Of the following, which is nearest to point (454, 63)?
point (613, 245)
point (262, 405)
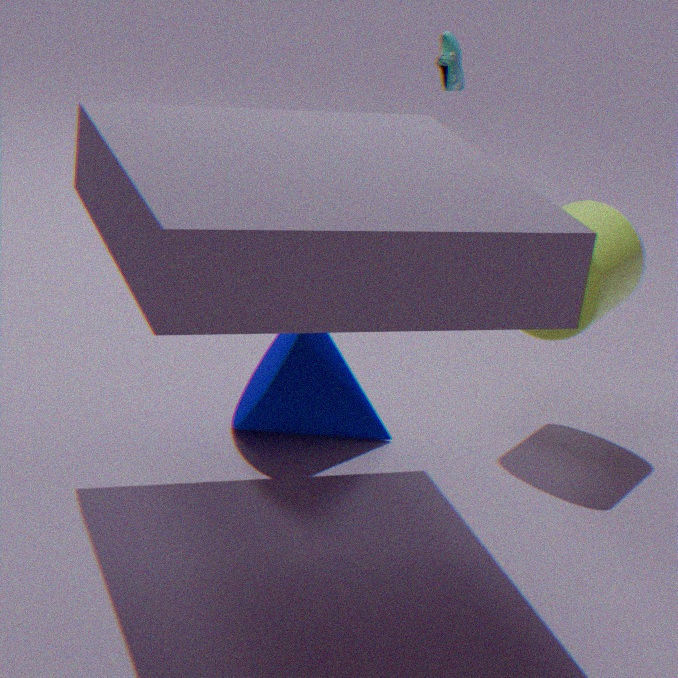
point (613, 245)
